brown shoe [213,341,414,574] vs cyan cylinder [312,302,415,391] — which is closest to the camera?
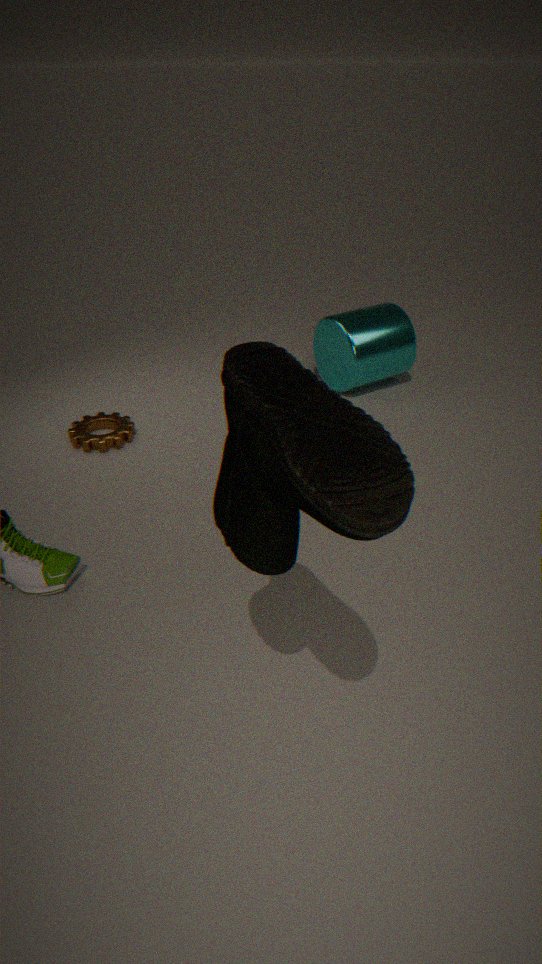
brown shoe [213,341,414,574]
